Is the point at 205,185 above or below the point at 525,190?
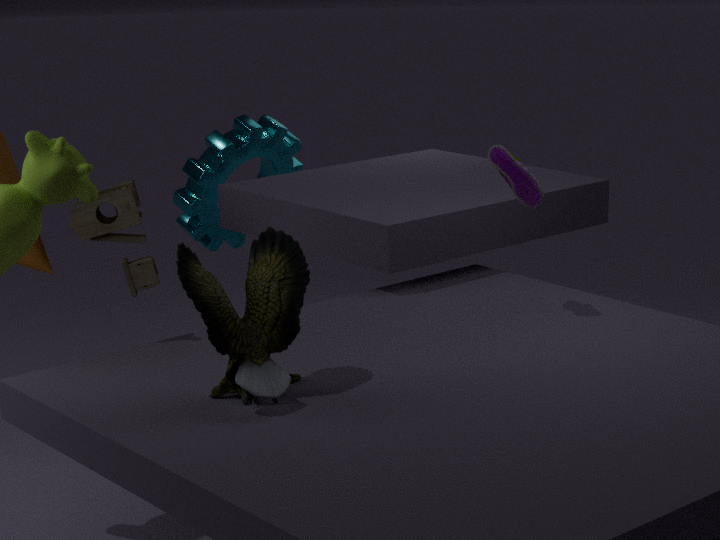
below
